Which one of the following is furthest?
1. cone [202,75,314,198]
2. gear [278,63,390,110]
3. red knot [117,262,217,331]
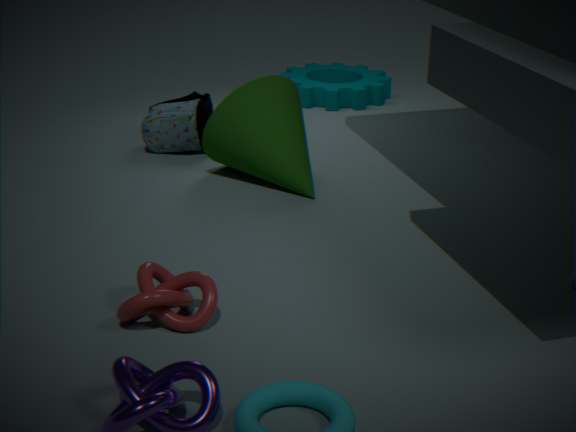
gear [278,63,390,110]
